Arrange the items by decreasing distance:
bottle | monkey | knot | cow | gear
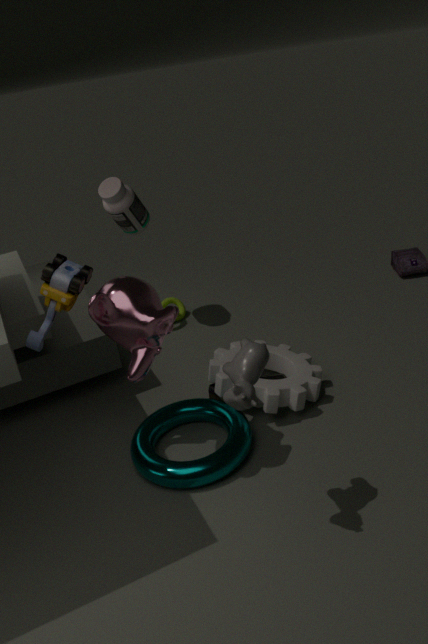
knot, bottle, gear, monkey, cow
